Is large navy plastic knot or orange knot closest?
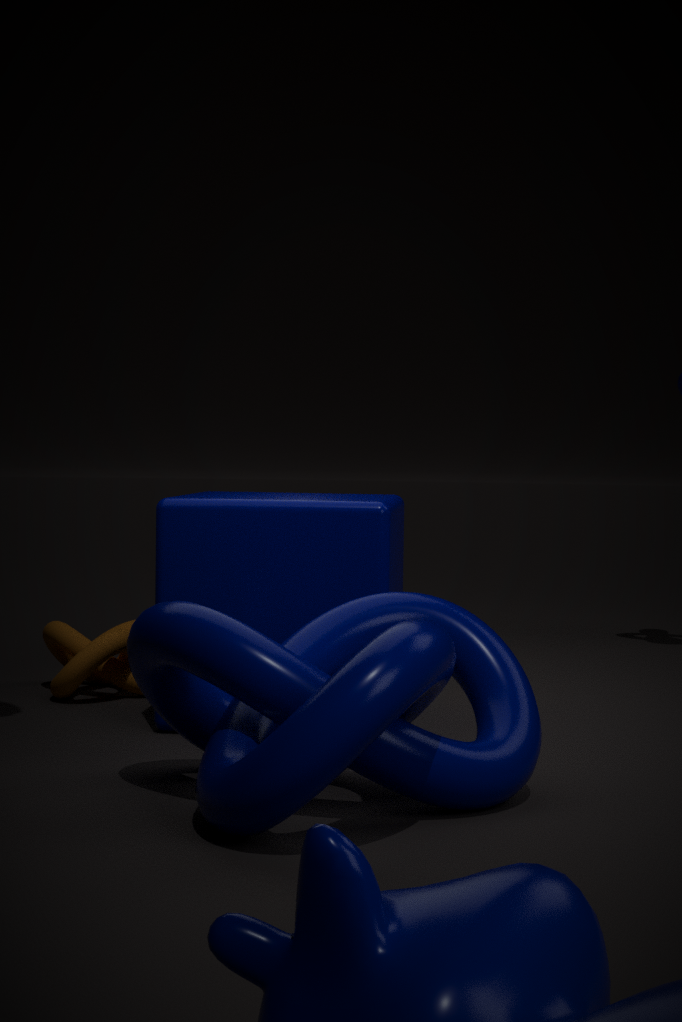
large navy plastic knot
